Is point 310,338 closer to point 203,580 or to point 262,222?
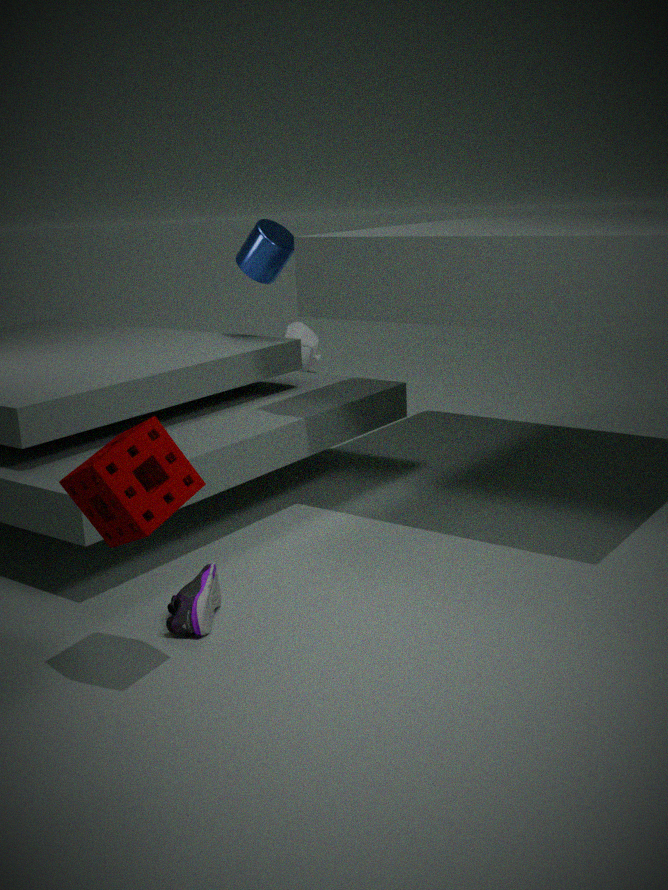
point 262,222
